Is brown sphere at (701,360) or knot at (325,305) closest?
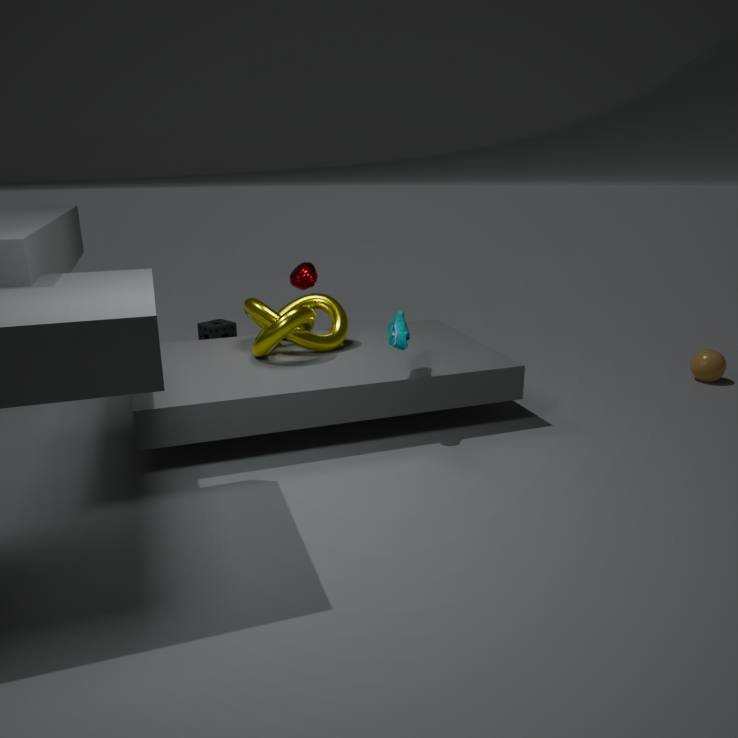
knot at (325,305)
